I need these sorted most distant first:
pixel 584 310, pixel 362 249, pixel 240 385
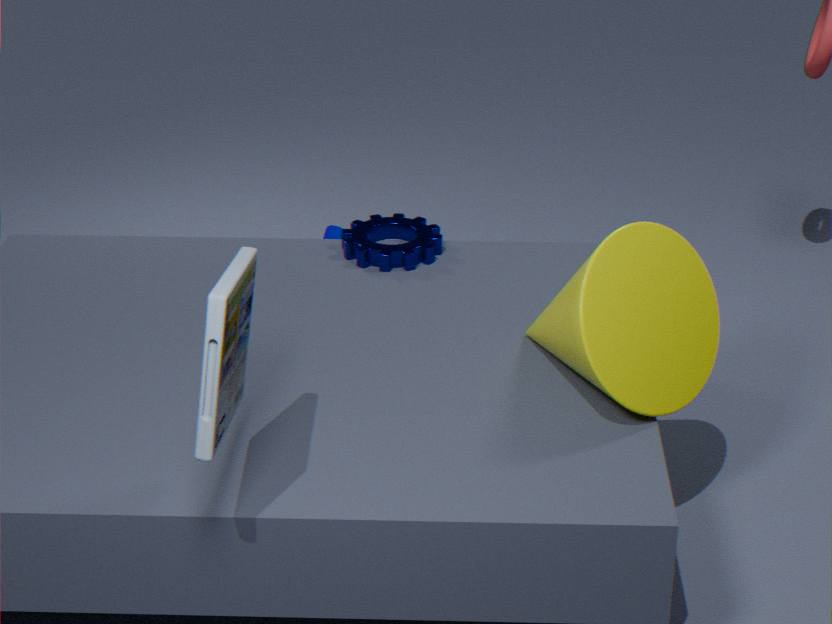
pixel 362 249 → pixel 584 310 → pixel 240 385
